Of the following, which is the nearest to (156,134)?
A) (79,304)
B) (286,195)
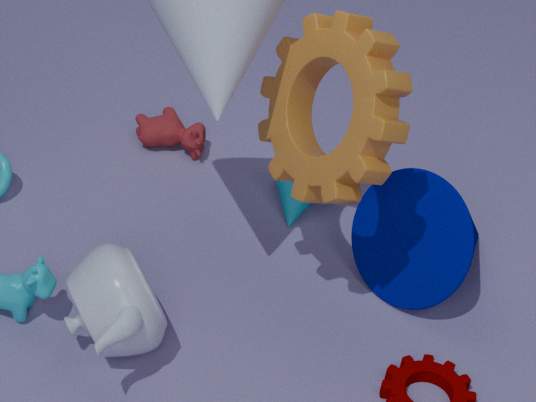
(286,195)
